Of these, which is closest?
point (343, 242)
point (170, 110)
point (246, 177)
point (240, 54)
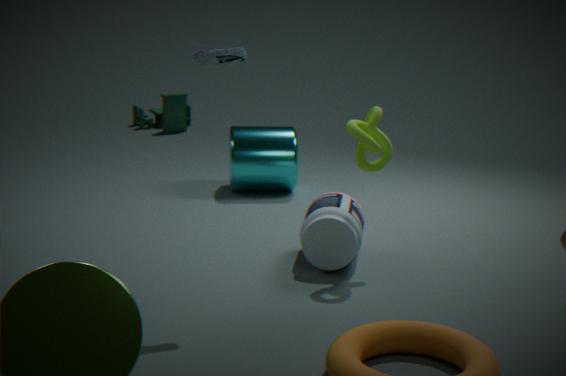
point (240, 54)
